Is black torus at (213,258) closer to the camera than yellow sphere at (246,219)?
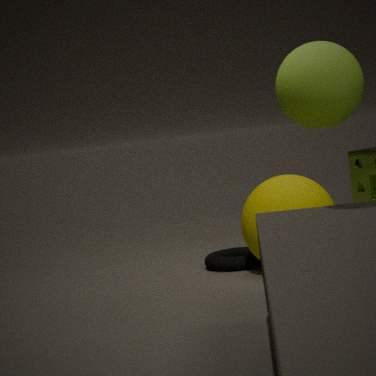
No
